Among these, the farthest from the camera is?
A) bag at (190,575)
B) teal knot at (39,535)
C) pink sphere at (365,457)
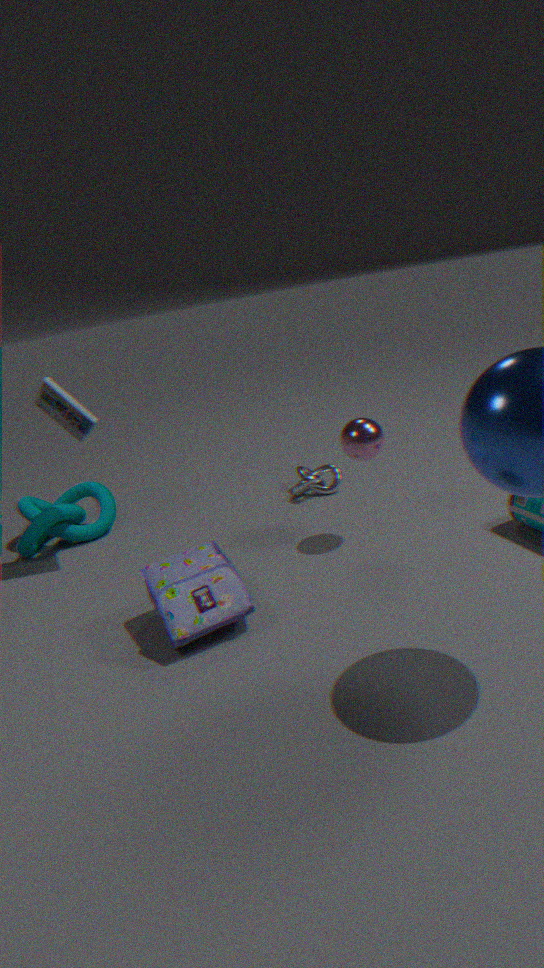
teal knot at (39,535)
